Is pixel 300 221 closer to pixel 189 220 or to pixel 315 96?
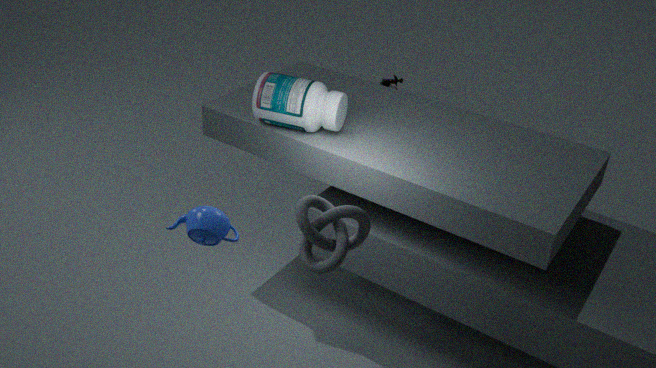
pixel 189 220
